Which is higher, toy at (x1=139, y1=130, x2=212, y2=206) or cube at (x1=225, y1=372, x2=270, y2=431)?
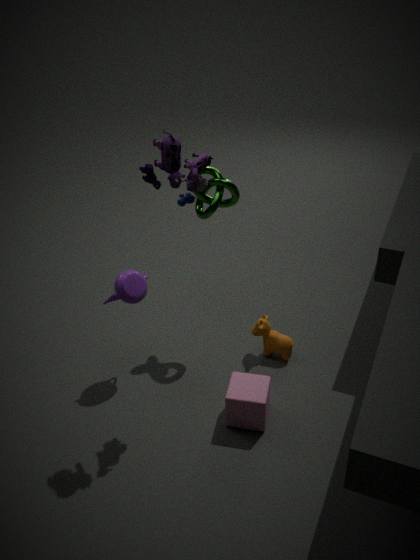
toy at (x1=139, y1=130, x2=212, y2=206)
